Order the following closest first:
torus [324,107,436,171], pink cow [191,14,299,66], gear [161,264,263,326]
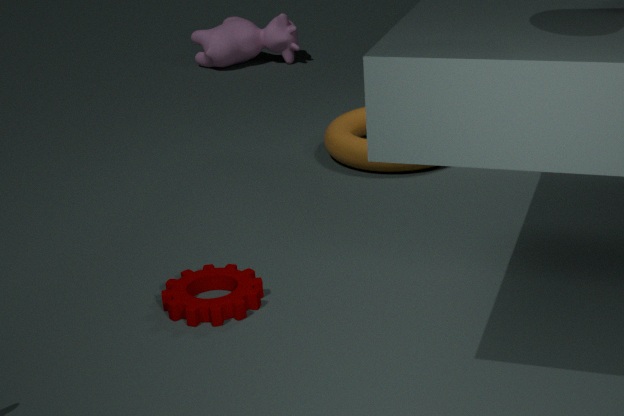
gear [161,264,263,326] → torus [324,107,436,171] → pink cow [191,14,299,66]
